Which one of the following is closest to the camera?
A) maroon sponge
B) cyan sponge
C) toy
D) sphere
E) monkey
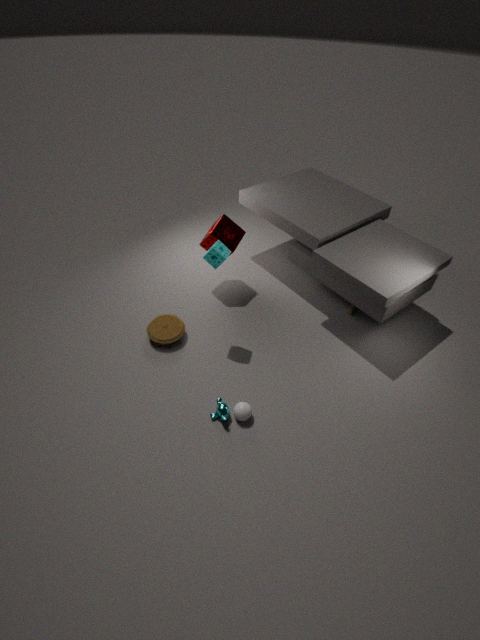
sphere
